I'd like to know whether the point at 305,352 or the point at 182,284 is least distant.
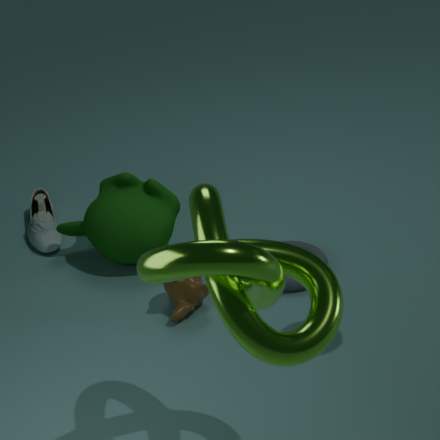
the point at 305,352
